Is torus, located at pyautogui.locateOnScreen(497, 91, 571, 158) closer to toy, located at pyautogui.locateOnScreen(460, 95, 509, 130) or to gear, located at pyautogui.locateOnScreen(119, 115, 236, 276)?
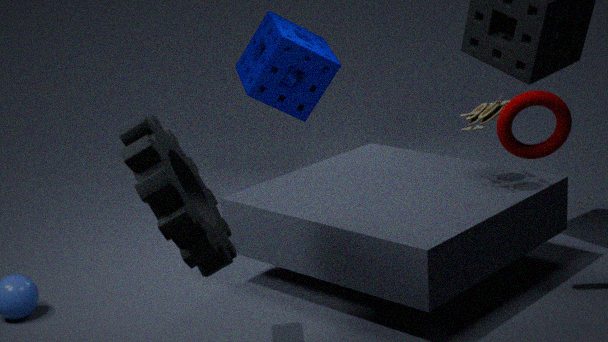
toy, located at pyautogui.locateOnScreen(460, 95, 509, 130)
